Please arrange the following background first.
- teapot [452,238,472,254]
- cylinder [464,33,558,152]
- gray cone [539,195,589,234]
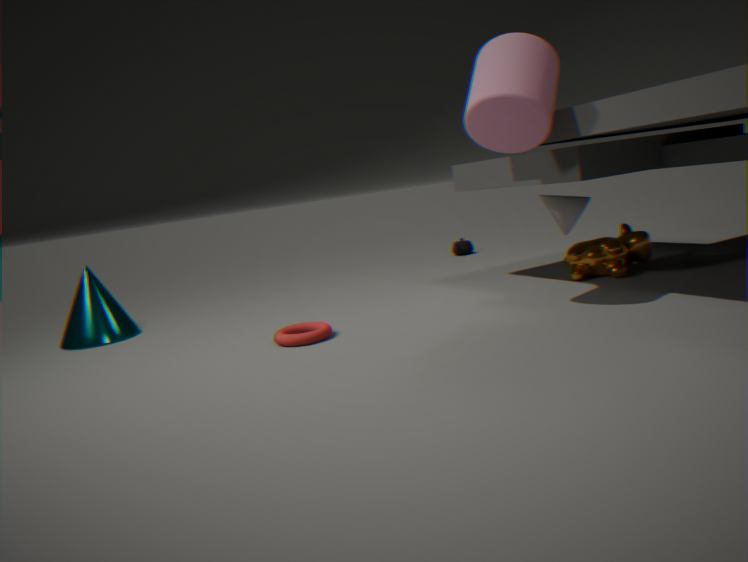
1. teapot [452,238,472,254]
2. gray cone [539,195,589,234]
3. cylinder [464,33,558,152]
